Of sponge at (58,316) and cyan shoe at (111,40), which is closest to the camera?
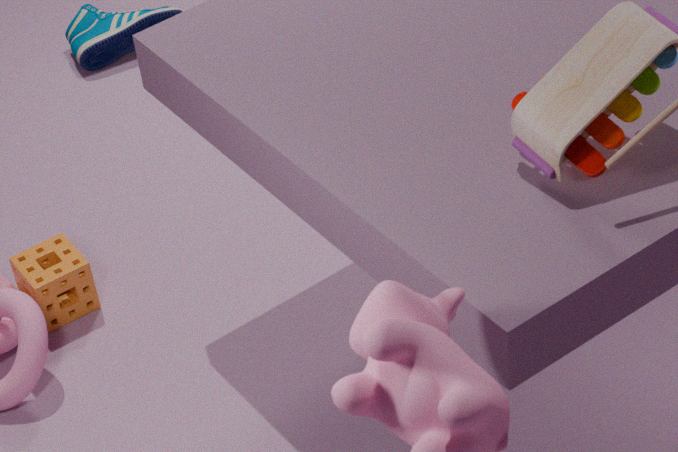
sponge at (58,316)
